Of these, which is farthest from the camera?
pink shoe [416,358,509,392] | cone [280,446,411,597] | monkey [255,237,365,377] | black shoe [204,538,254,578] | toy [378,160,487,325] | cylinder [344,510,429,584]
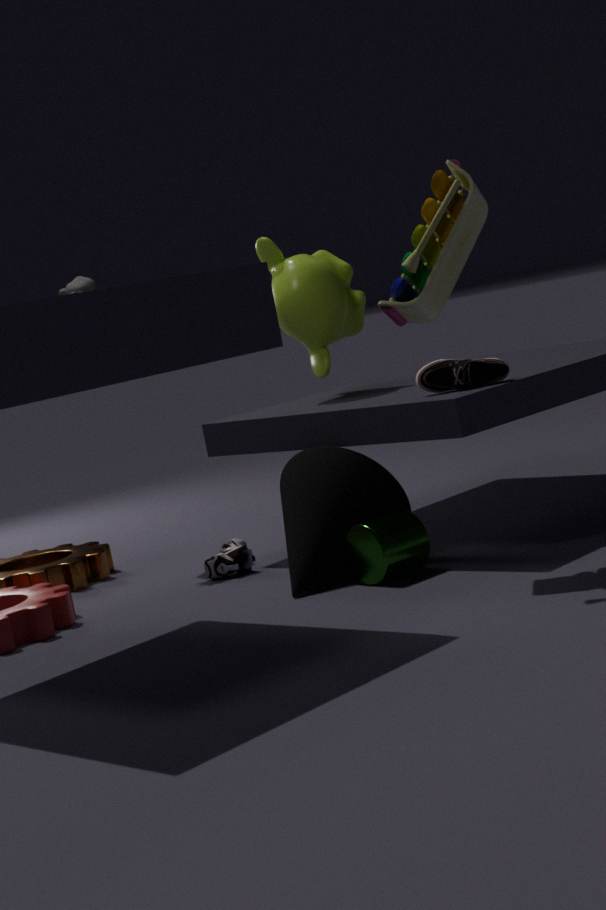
monkey [255,237,365,377]
